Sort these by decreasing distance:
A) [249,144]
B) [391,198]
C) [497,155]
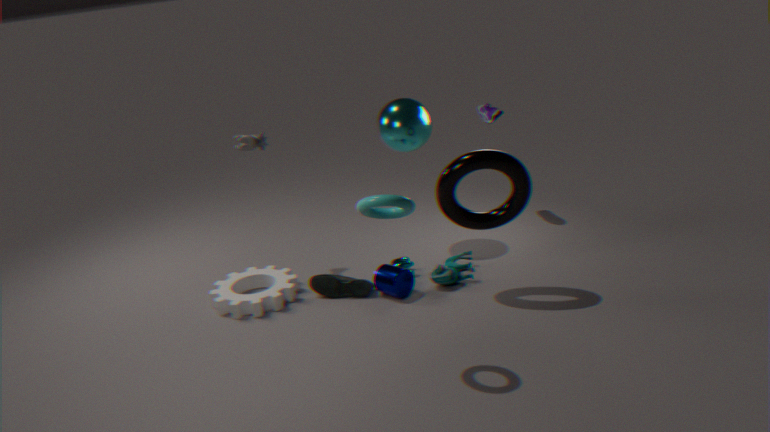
[249,144], [497,155], [391,198]
